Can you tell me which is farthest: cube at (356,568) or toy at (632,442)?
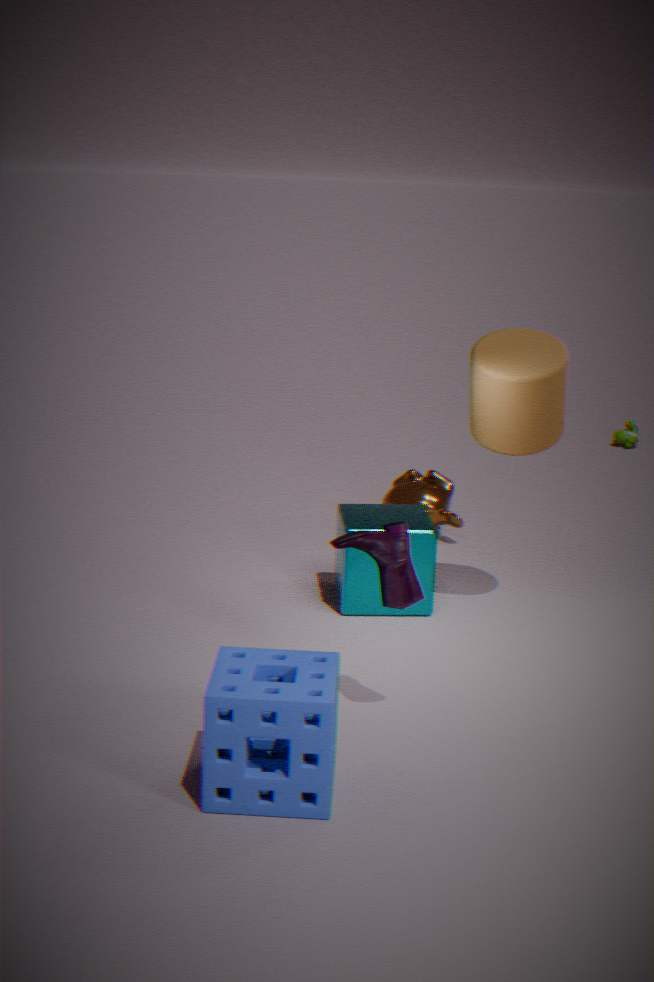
toy at (632,442)
